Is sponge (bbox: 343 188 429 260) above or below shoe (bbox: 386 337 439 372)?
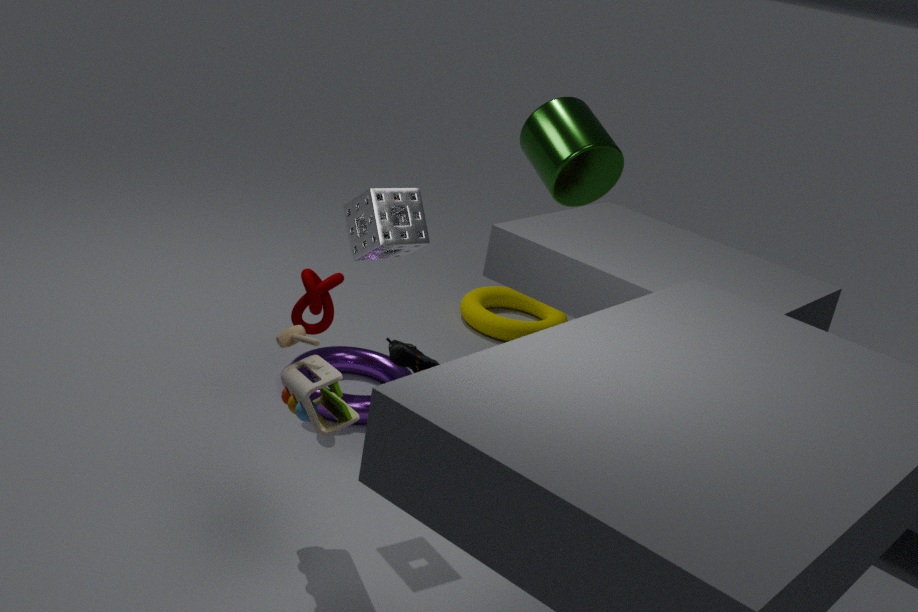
above
